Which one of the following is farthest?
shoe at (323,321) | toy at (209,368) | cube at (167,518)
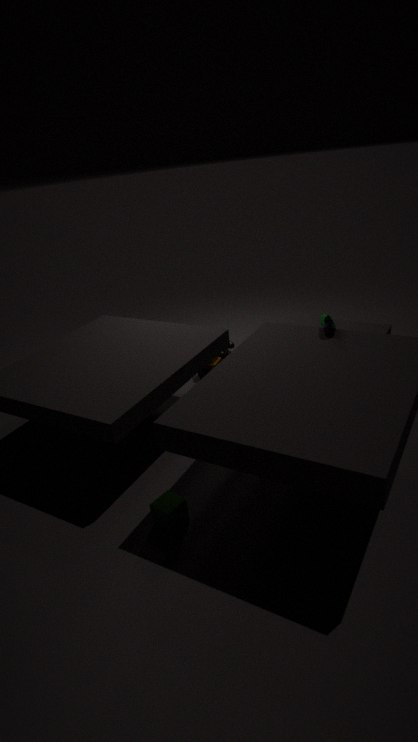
toy at (209,368)
